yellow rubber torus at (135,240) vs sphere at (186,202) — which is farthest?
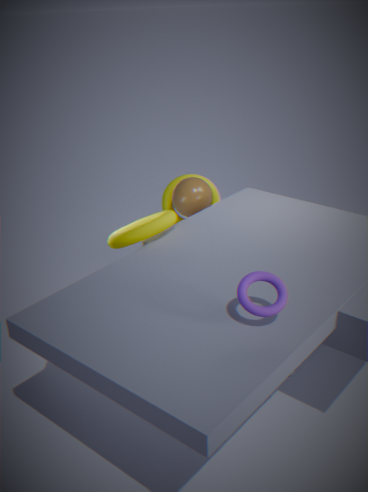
sphere at (186,202)
